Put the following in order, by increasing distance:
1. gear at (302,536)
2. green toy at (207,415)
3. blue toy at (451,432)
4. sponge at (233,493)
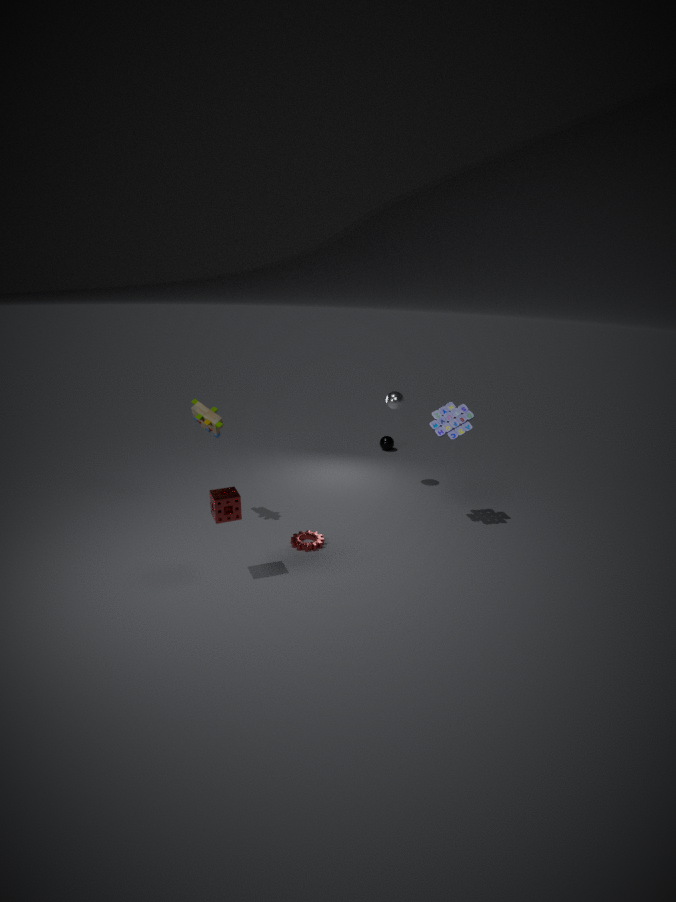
sponge at (233,493) → gear at (302,536) → green toy at (207,415) → blue toy at (451,432)
